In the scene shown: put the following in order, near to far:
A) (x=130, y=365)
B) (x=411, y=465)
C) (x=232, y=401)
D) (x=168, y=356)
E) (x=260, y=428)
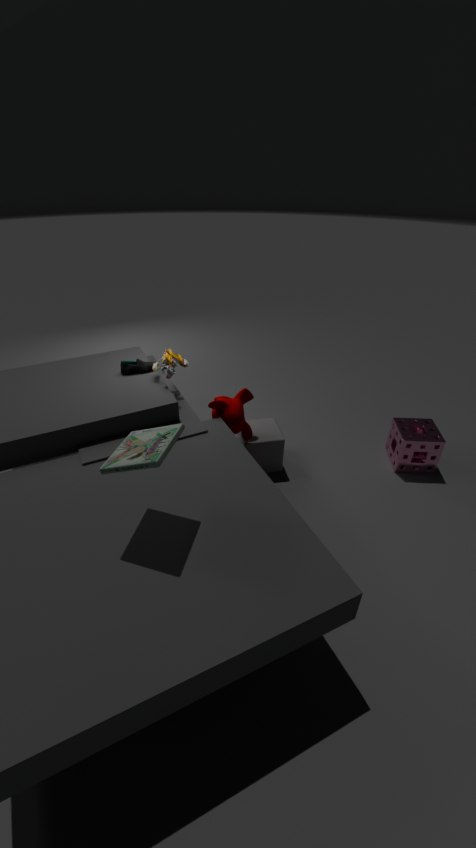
(x=168, y=356), (x=232, y=401), (x=130, y=365), (x=260, y=428), (x=411, y=465)
